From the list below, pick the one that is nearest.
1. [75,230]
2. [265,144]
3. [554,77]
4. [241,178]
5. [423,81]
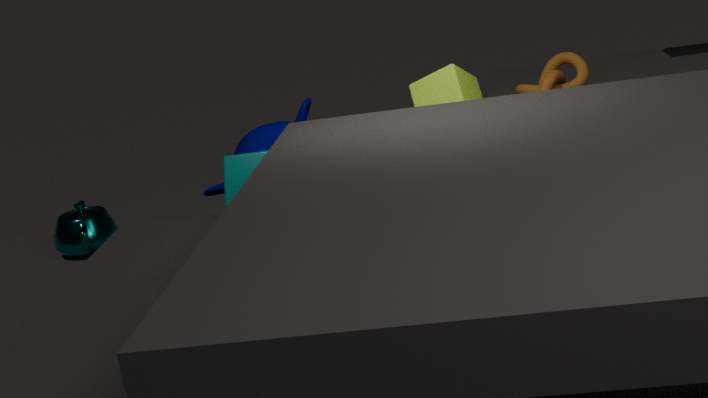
[241,178]
